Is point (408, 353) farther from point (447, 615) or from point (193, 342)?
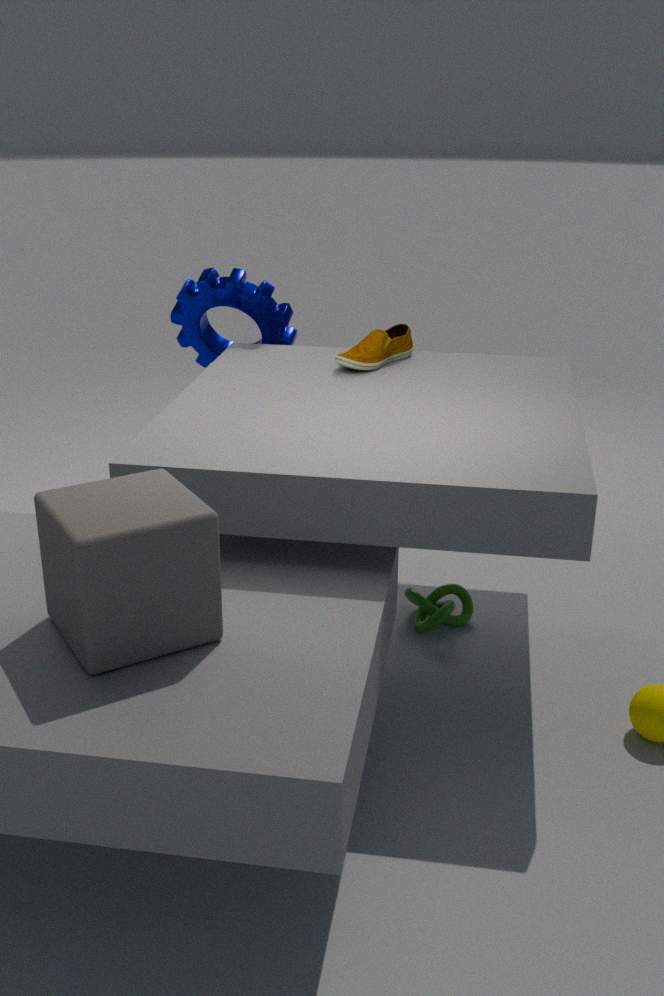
point (447, 615)
